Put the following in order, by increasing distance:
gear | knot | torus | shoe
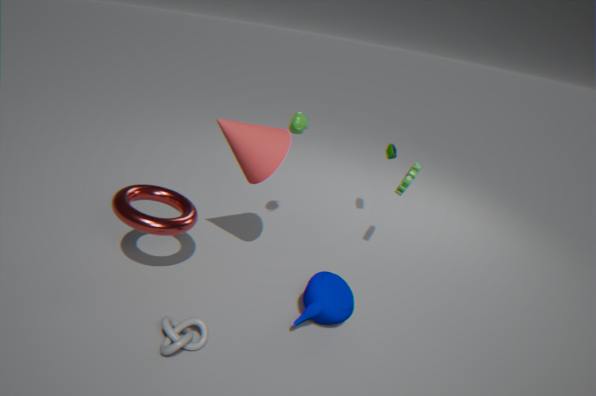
knot, torus, gear, shoe
